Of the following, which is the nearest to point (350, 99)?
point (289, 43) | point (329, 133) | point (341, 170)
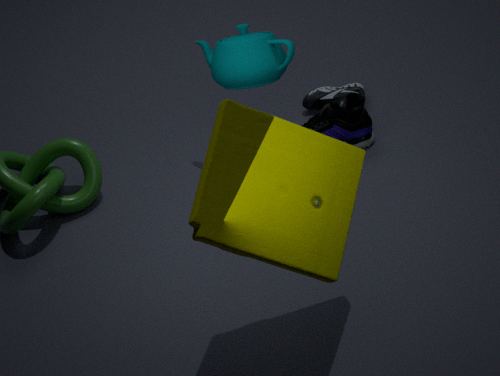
point (329, 133)
